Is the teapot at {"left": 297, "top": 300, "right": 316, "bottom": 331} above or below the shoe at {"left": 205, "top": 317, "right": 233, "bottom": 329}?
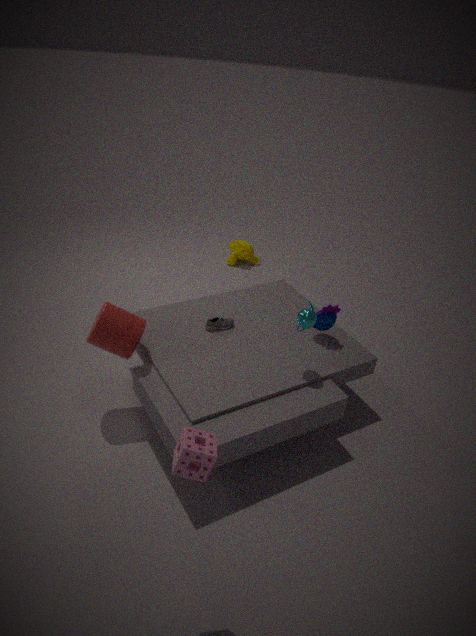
above
